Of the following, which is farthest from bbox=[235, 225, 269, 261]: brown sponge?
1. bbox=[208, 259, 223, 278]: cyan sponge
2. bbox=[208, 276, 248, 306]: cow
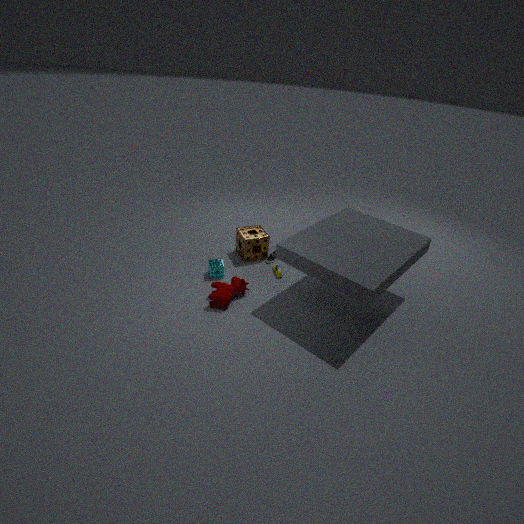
bbox=[208, 276, 248, 306]: cow
